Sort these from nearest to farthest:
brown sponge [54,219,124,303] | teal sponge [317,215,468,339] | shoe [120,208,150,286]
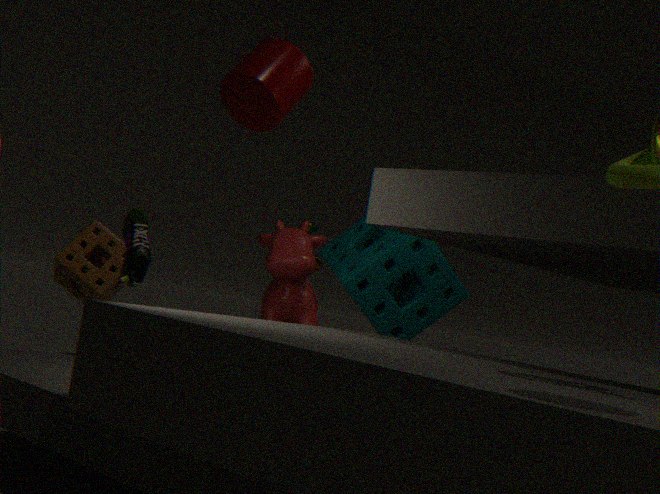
1. shoe [120,208,150,286]
2. brown sponge [54,219,124,303]
3. teal sponge [317,215,468,339]
